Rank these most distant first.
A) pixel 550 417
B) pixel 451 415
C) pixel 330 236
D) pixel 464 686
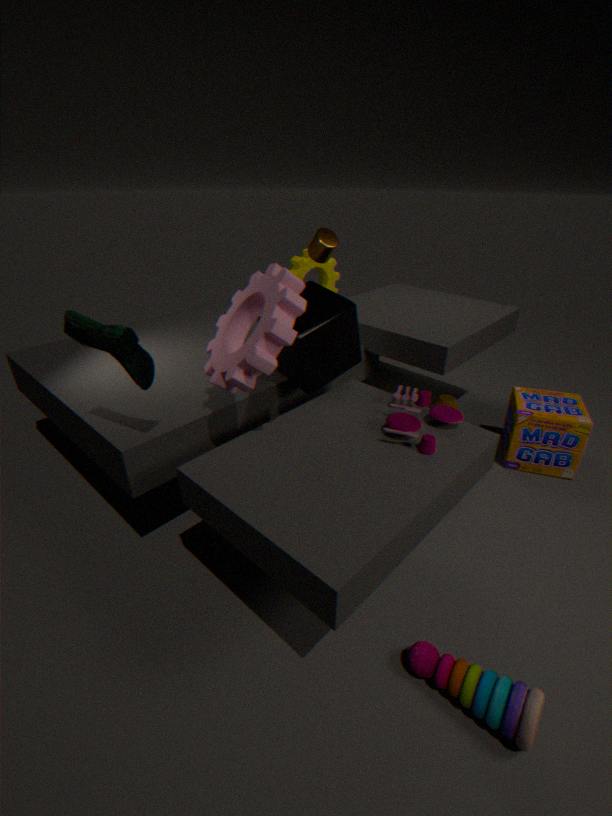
pixel 330 236, pixel 550 417, pixel 451 415, pixel 464 686
